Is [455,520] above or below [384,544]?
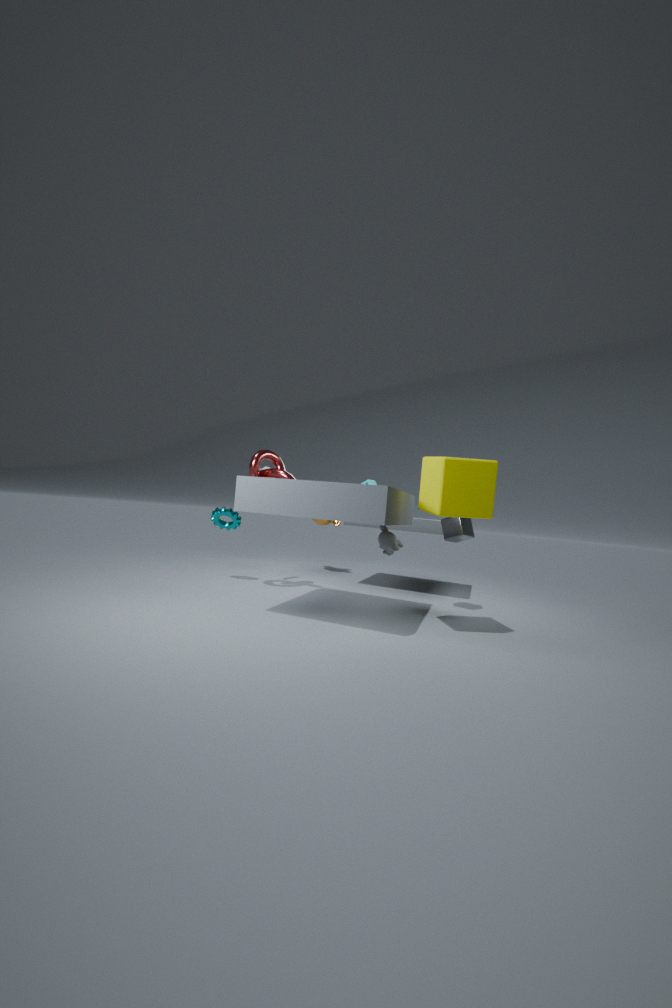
above
